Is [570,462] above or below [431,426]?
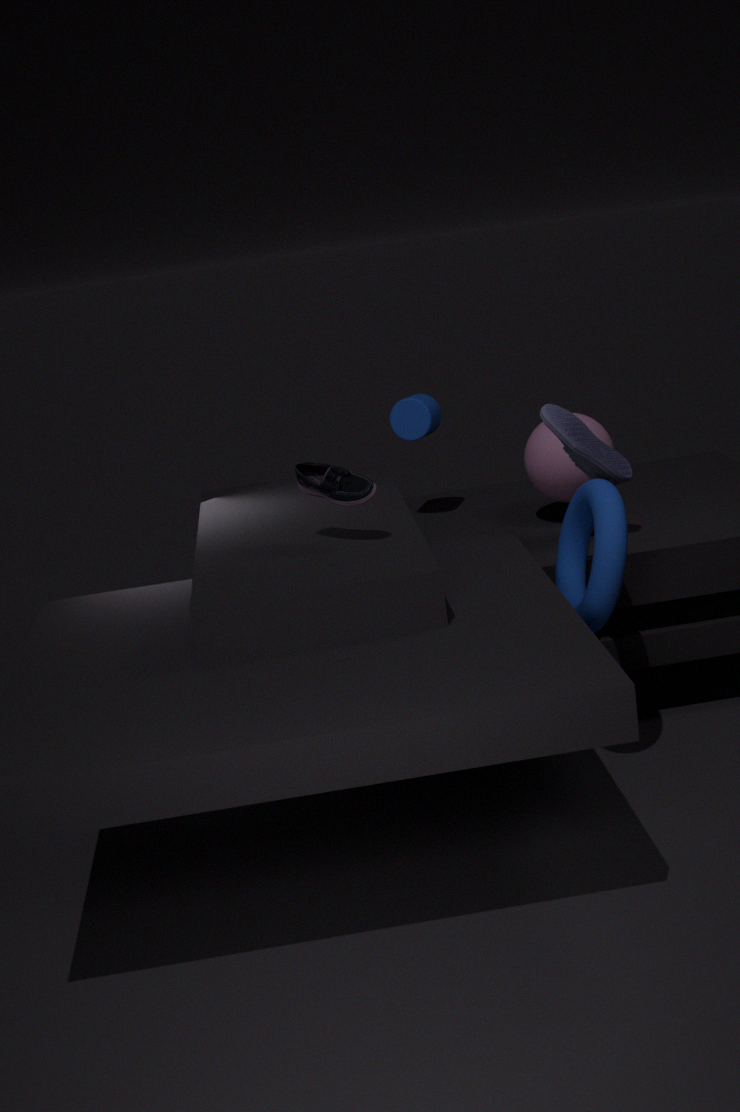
below
